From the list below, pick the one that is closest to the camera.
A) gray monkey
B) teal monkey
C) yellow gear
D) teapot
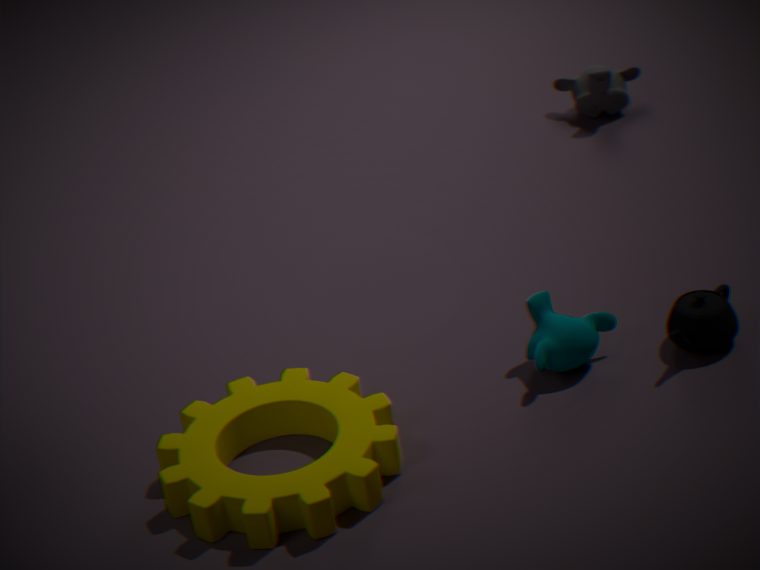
yellow gear
